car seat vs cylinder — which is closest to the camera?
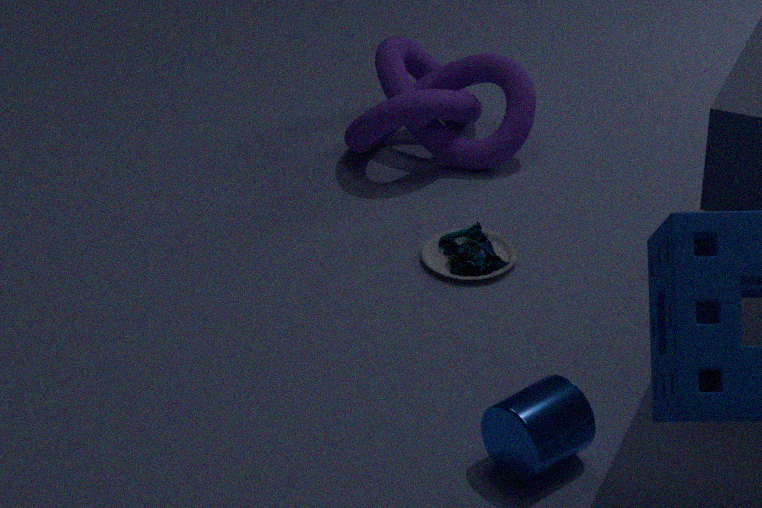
cylinder
